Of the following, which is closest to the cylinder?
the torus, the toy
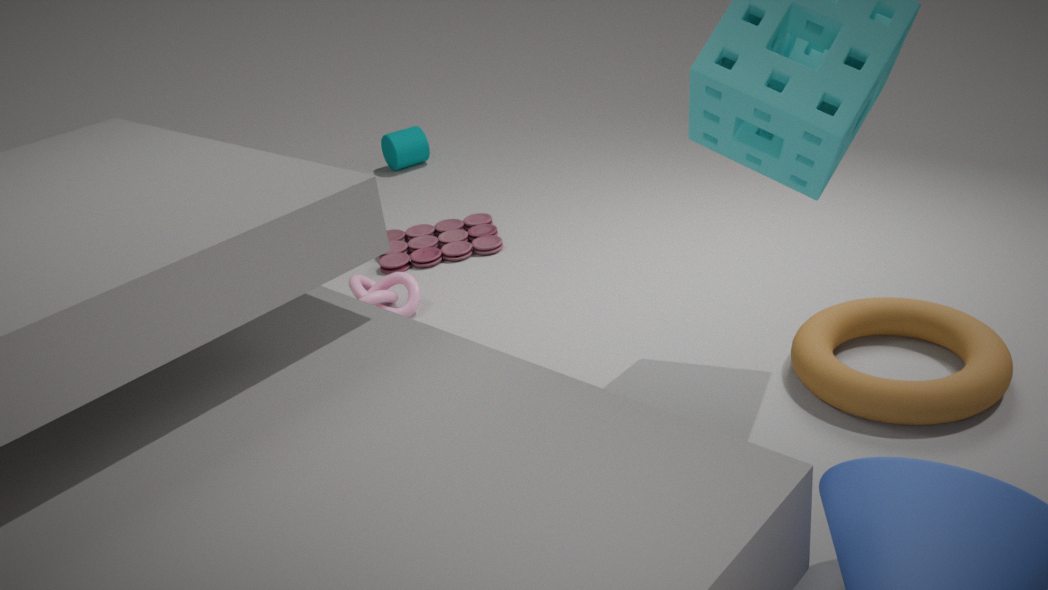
the toy
